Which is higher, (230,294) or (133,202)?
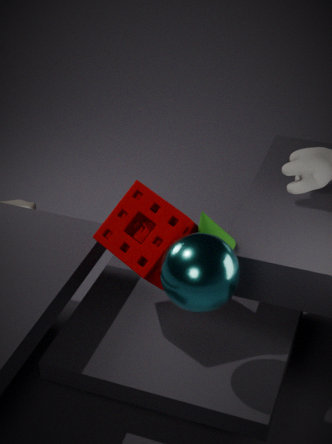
(230,294)
